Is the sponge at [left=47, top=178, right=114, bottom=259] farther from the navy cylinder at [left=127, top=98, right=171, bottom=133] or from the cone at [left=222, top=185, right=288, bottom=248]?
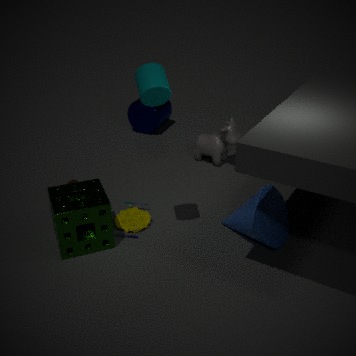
the navy cylinder at [left=127, top=98, right=171, bottom=133]
